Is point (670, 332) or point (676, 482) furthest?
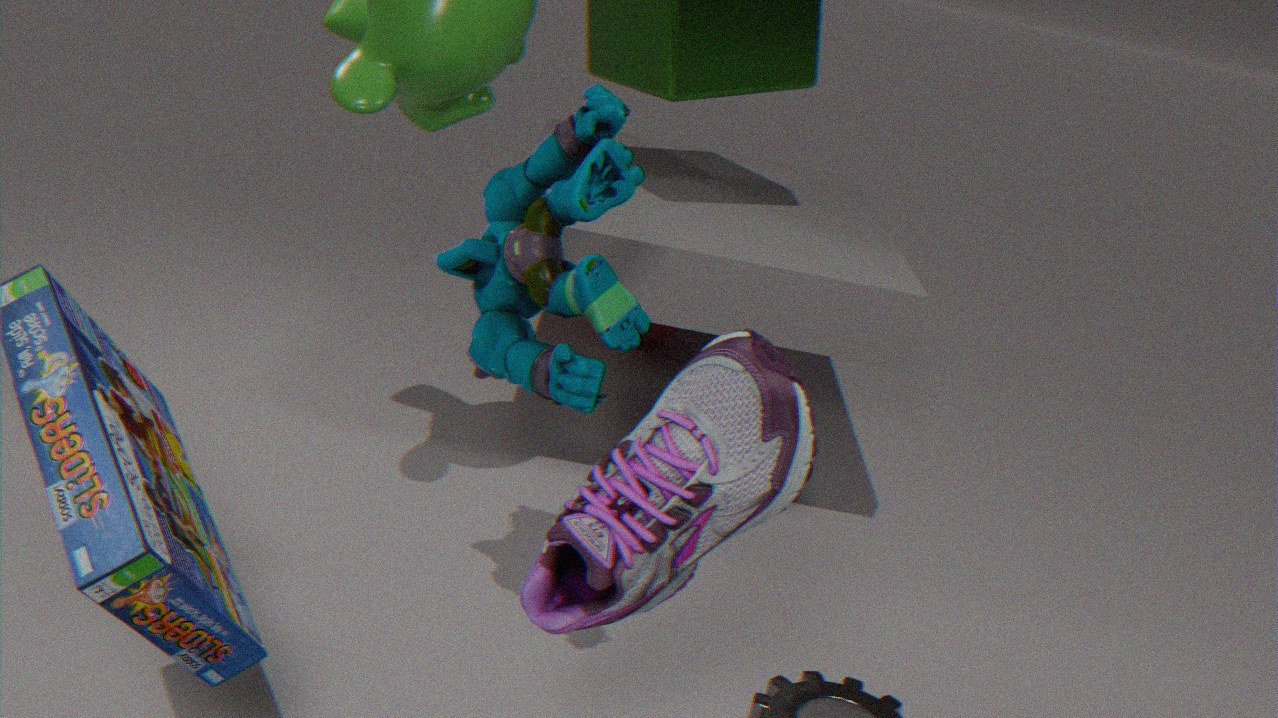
point (670, 332)
